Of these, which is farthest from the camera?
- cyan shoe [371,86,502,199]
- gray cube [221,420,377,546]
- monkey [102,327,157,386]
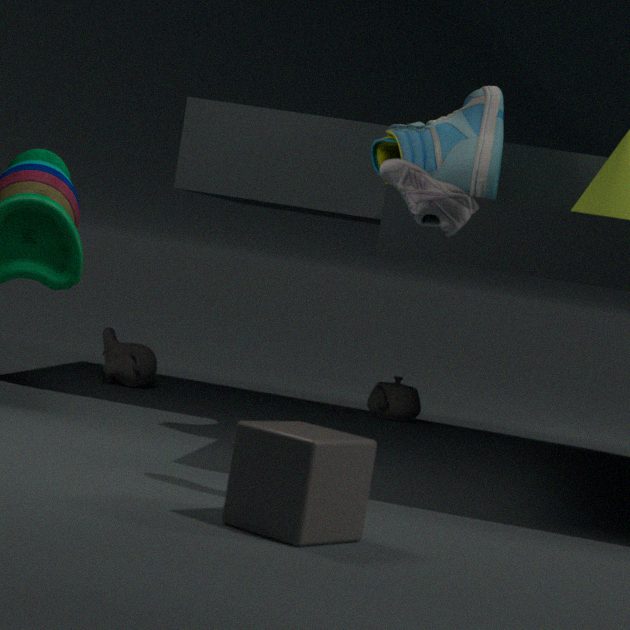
monkey [102,327,157,386]
